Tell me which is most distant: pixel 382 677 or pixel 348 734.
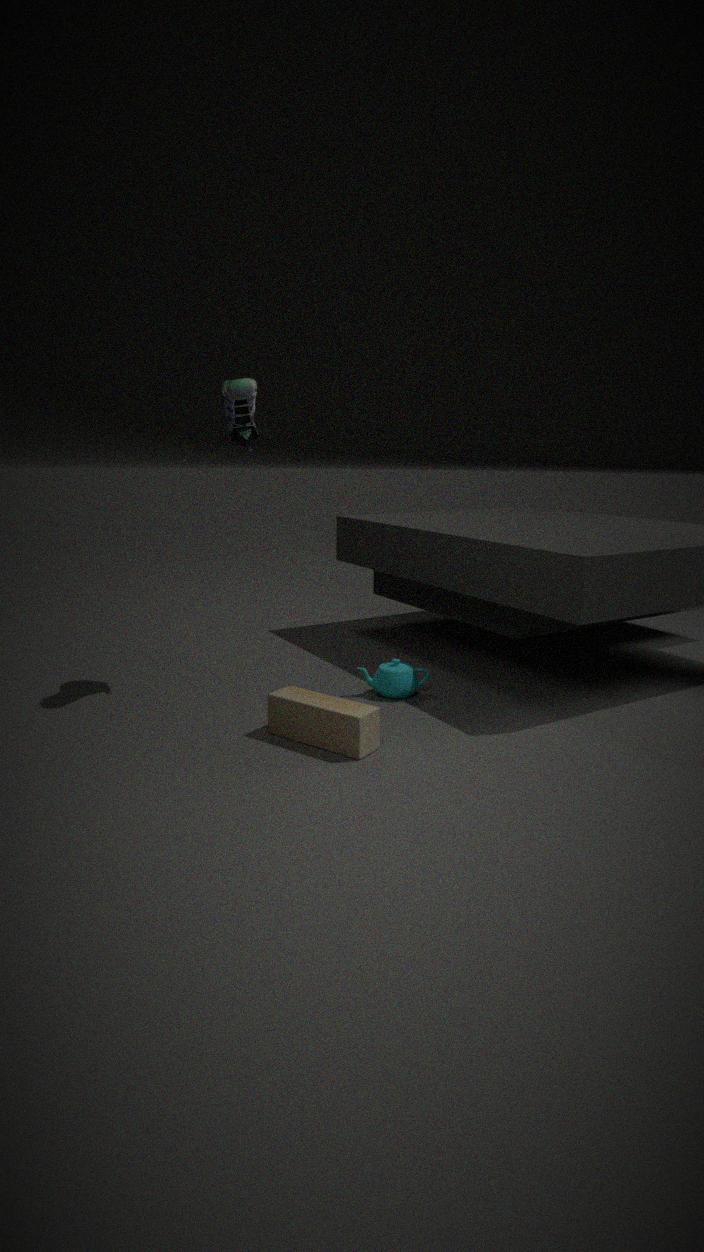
pixel 382 677
